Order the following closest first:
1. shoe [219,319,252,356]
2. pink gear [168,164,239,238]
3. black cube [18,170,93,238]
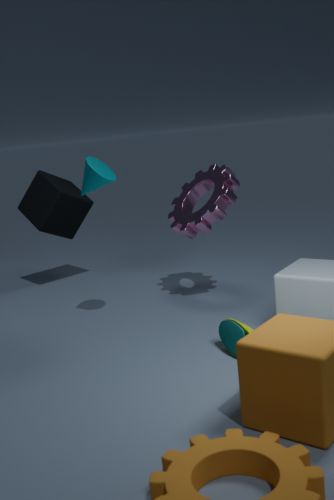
shoe [219,319,252,356]
pink gear [168,164,239,238]
black cube [18,170,93,238]
